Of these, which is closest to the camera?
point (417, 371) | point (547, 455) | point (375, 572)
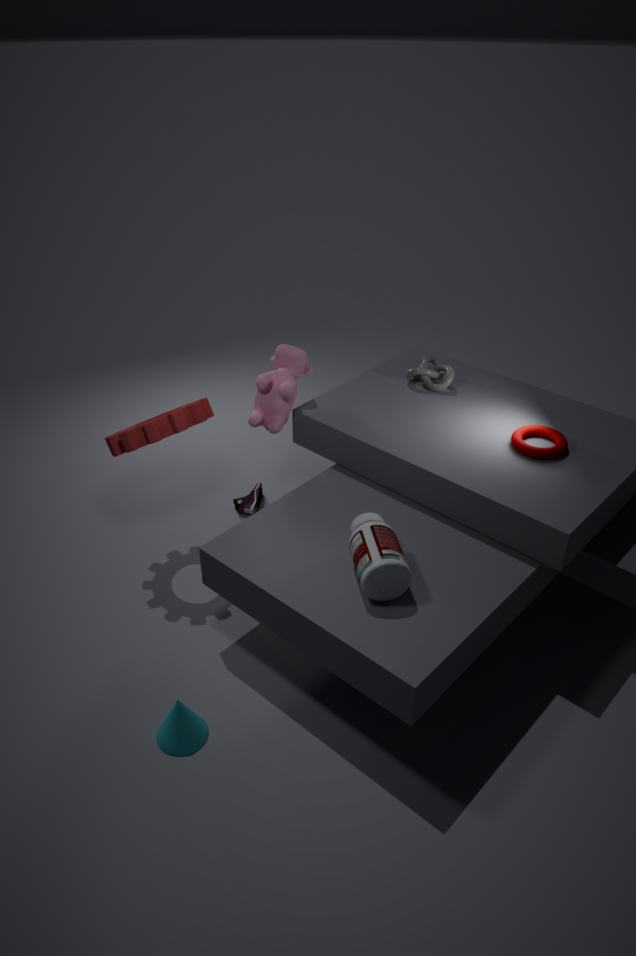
point (375, 572)
